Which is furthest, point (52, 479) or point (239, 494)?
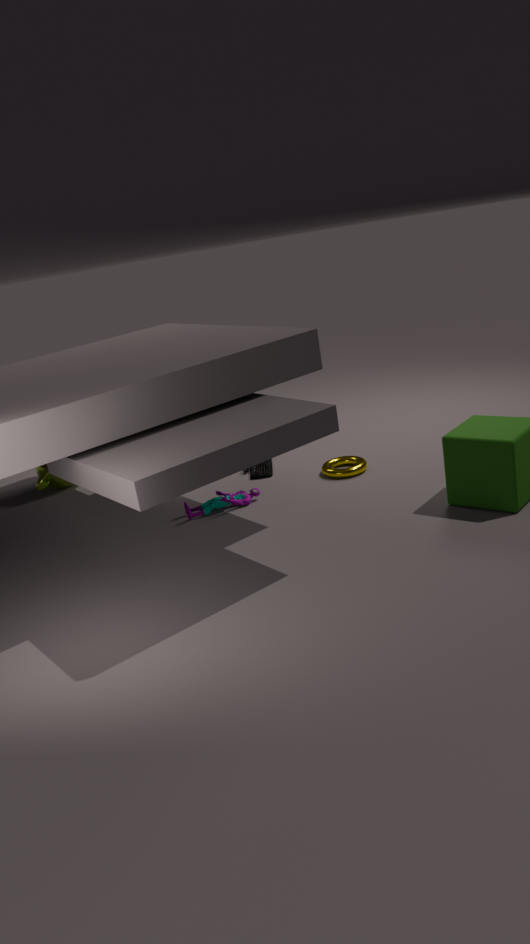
point (52, 479)
